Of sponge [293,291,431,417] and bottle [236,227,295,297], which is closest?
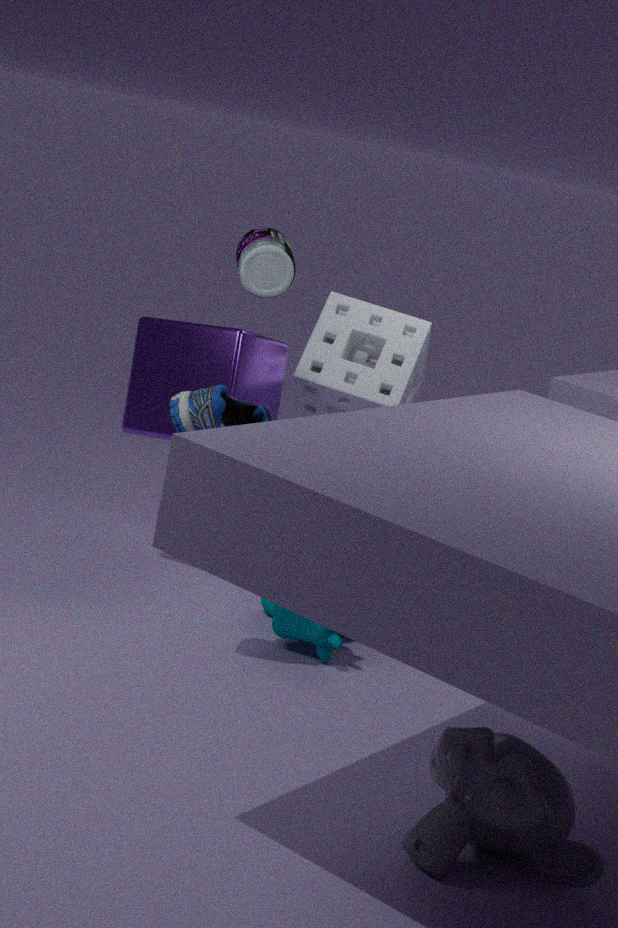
bottle [236,227,295,297]
